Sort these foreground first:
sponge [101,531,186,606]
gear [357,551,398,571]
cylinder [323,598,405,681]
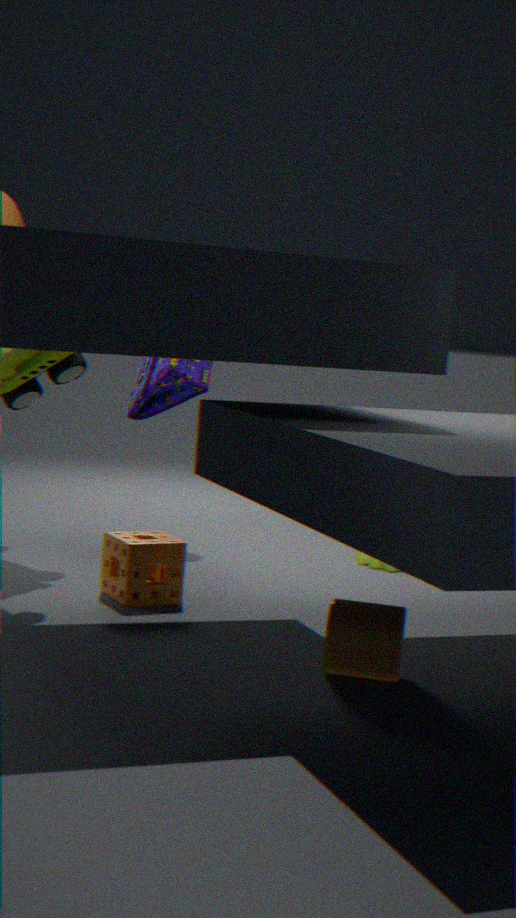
cylinder [323,598,405,681]
sponge [101,531,186,606]
gear [357,551,398,571]
